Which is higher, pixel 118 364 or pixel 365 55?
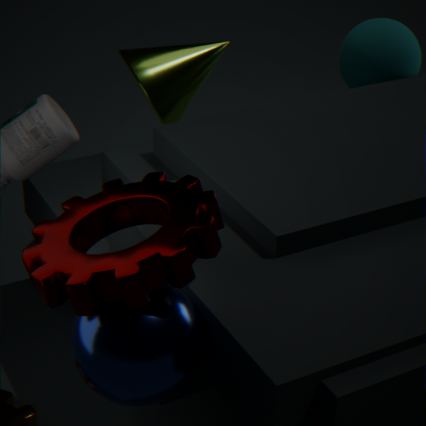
pixel 365 55
